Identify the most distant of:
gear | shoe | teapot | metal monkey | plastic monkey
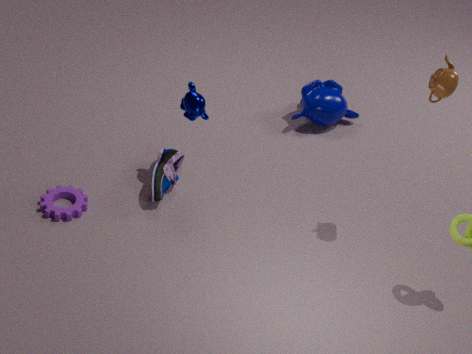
plastic monkey
